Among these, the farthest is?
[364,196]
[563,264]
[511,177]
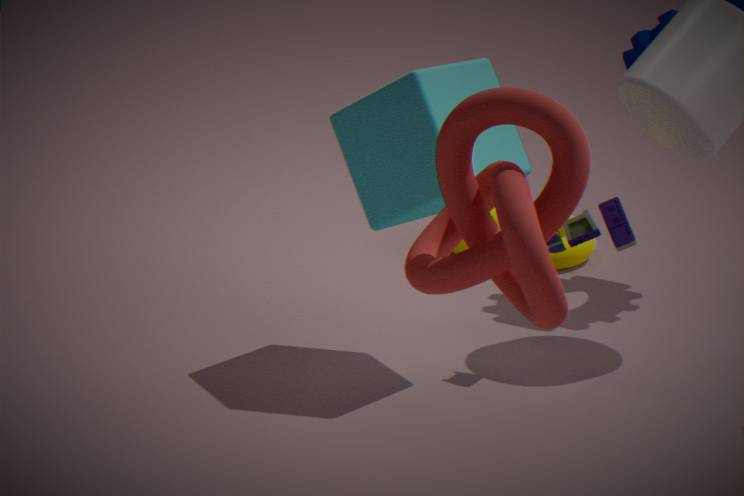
[563,264]
